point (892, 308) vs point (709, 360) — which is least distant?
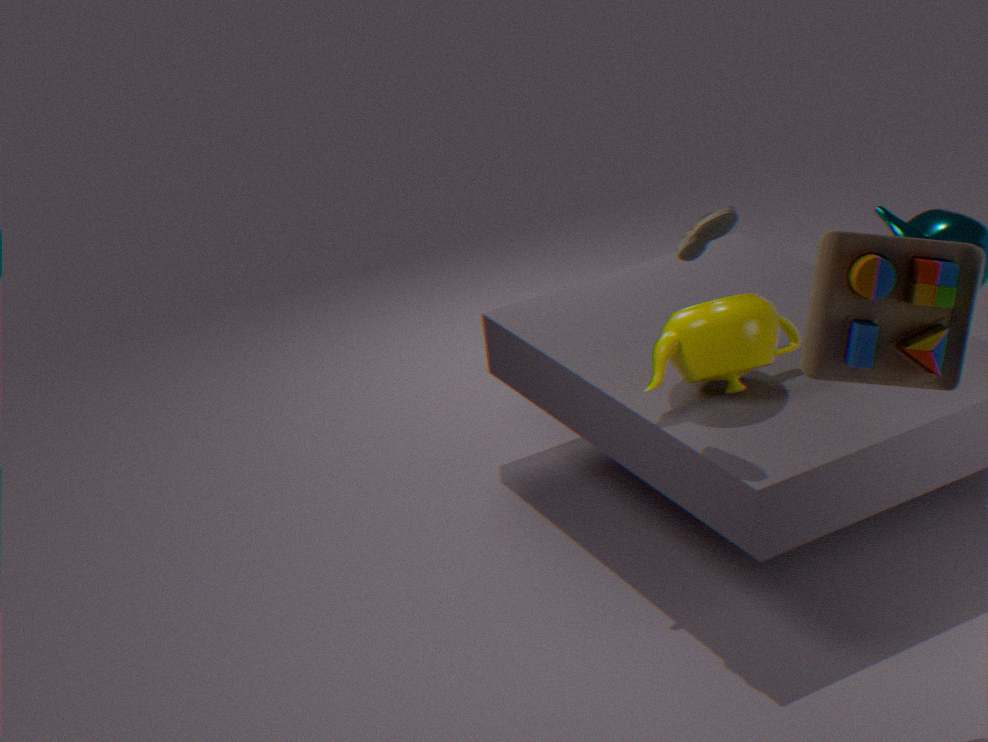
point (892, 308)
